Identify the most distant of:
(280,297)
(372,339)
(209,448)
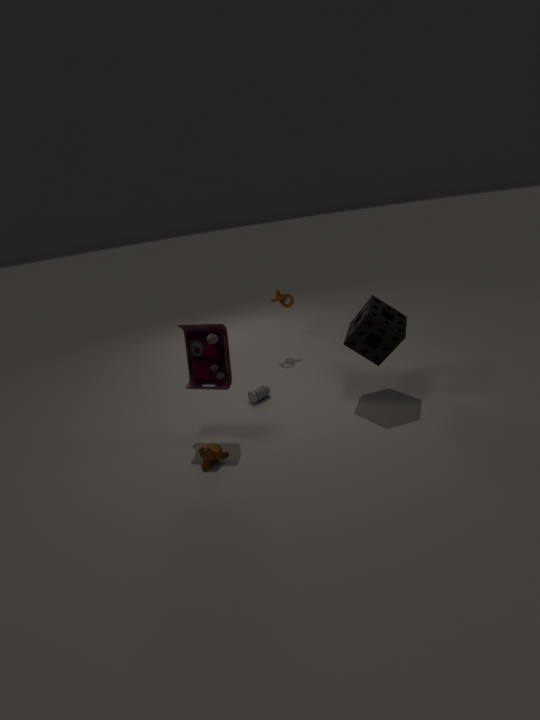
(280,297)
